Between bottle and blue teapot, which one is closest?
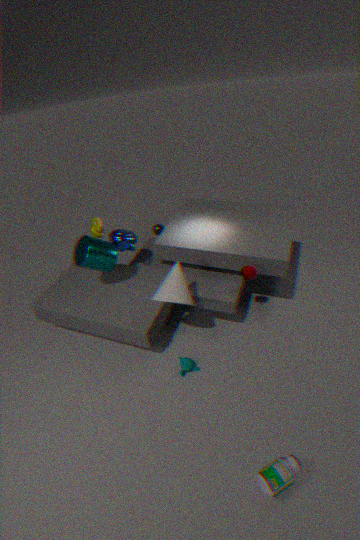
bottle
